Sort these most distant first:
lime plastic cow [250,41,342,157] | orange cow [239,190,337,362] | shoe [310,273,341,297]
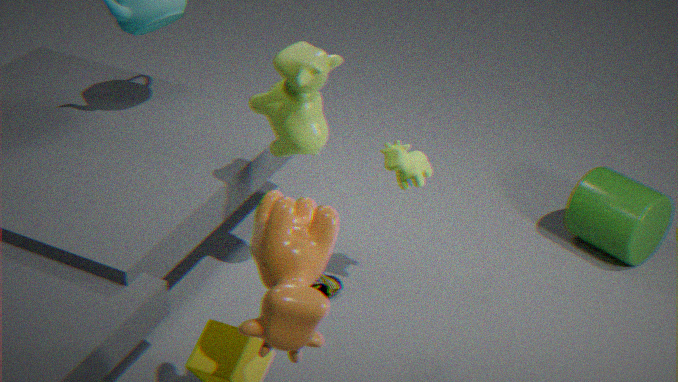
shoe [310,273,341,297] → lime plastic cow [250,41,342,157] → orange cow [239,190,337,362]
